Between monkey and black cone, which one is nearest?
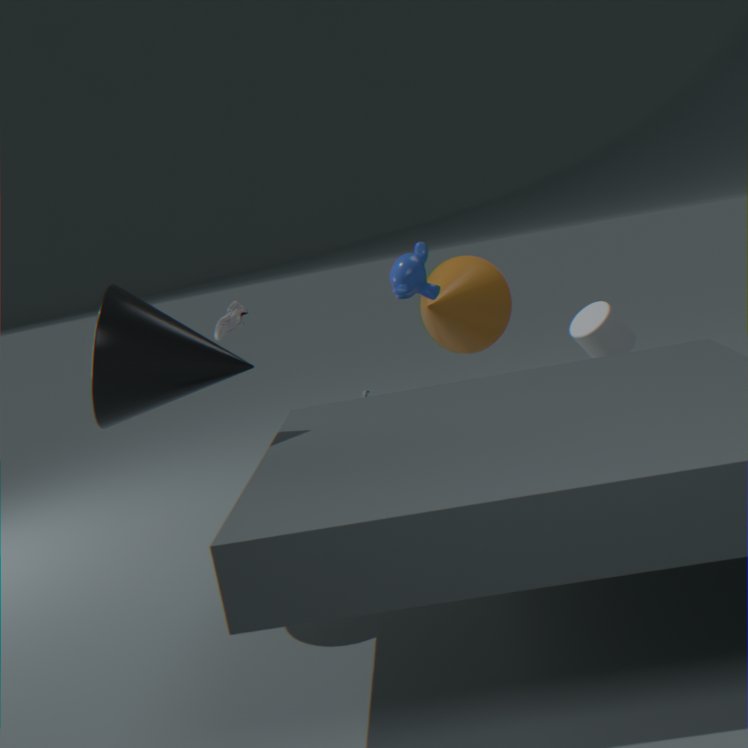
black cone
